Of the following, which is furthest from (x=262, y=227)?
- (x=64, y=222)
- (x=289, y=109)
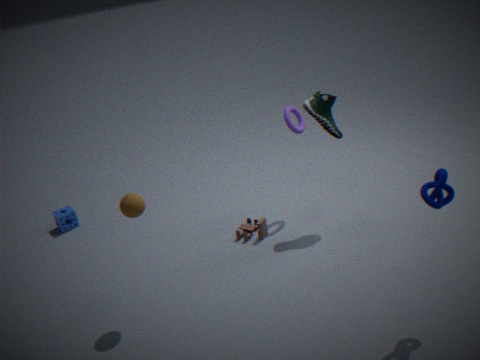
(x=64, y=222)
